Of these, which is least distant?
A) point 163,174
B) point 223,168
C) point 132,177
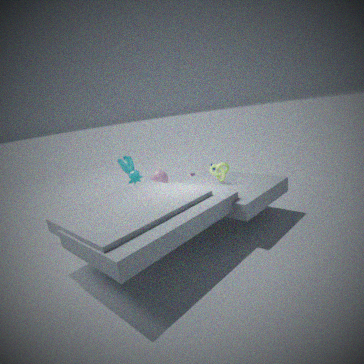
point 223,168
